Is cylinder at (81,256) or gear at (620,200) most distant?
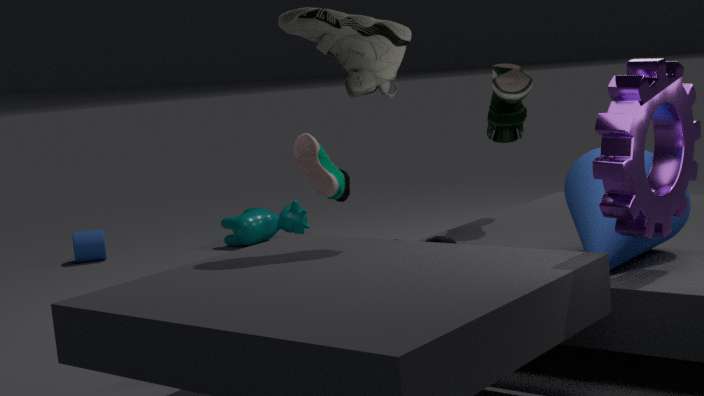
cylinder at (81,256)
